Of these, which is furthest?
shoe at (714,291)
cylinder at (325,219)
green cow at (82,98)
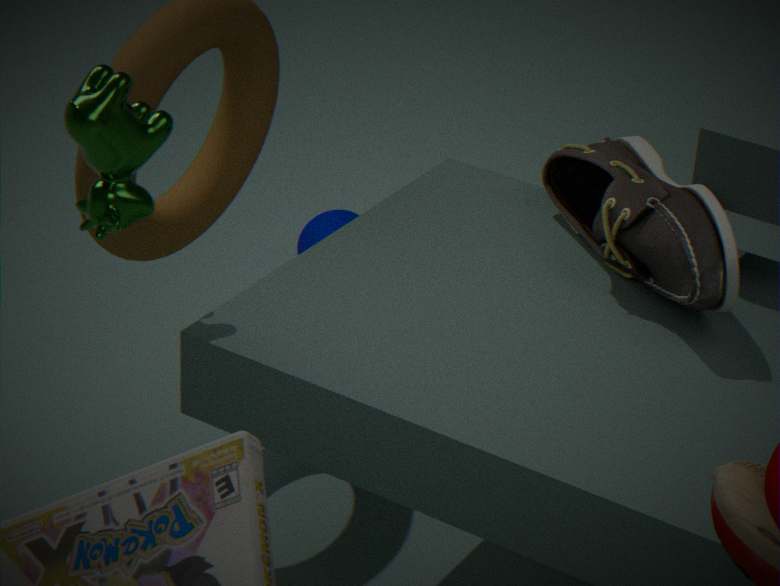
cylinder at (325,219)
